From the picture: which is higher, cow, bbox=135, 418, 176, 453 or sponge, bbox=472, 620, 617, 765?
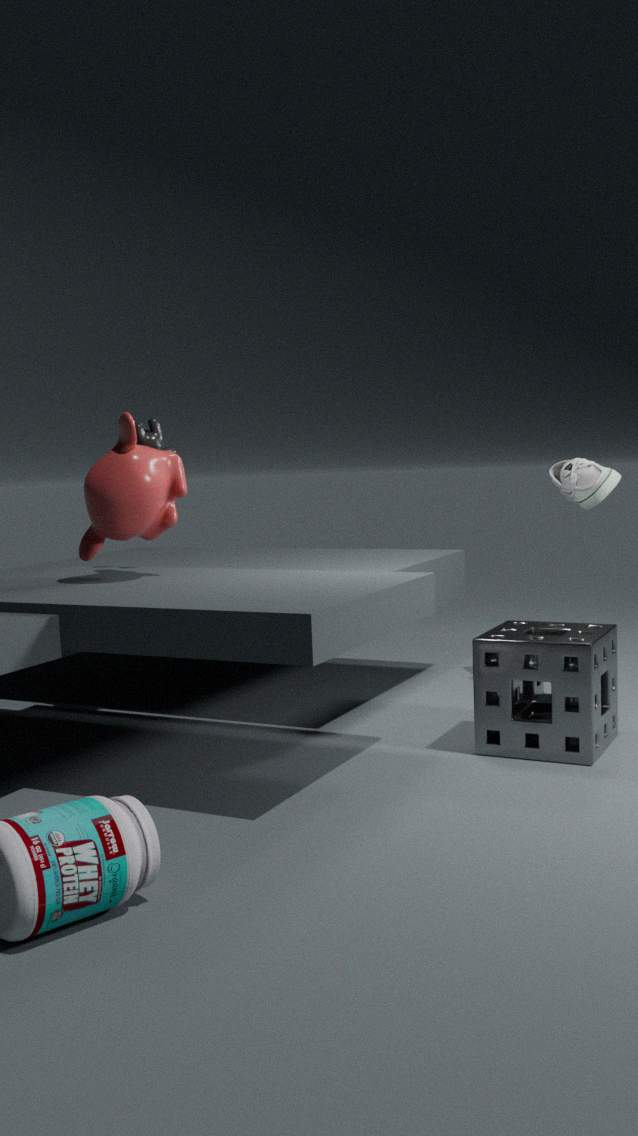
cow, bbox=135, 418, 176, 453
